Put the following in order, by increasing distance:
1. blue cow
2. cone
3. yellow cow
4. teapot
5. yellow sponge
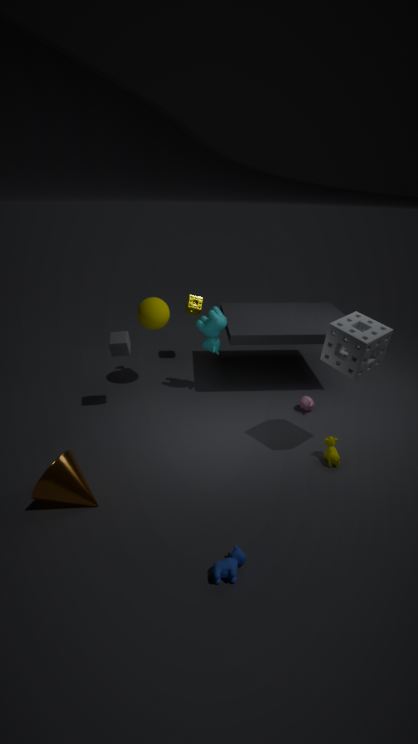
blue cow → cone → yellow cow → teapot → yellow sponge
